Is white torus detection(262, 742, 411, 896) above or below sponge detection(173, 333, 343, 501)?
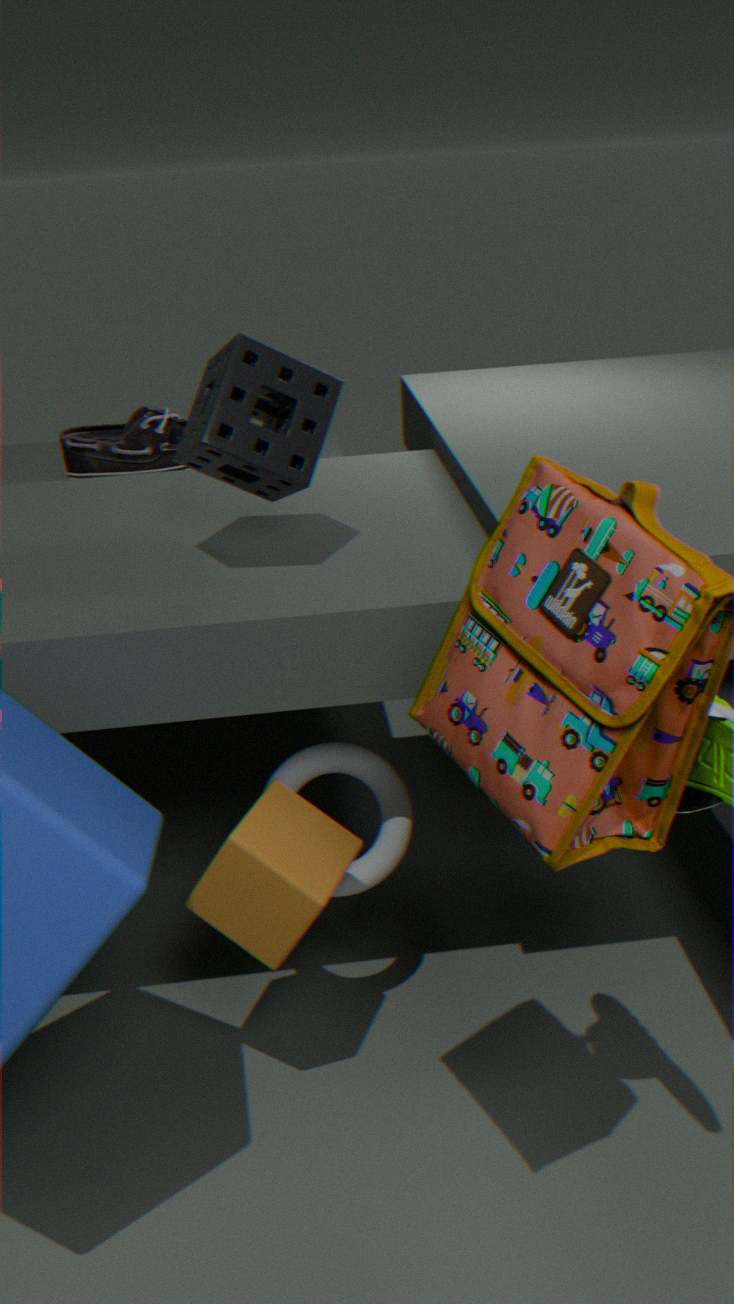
below
